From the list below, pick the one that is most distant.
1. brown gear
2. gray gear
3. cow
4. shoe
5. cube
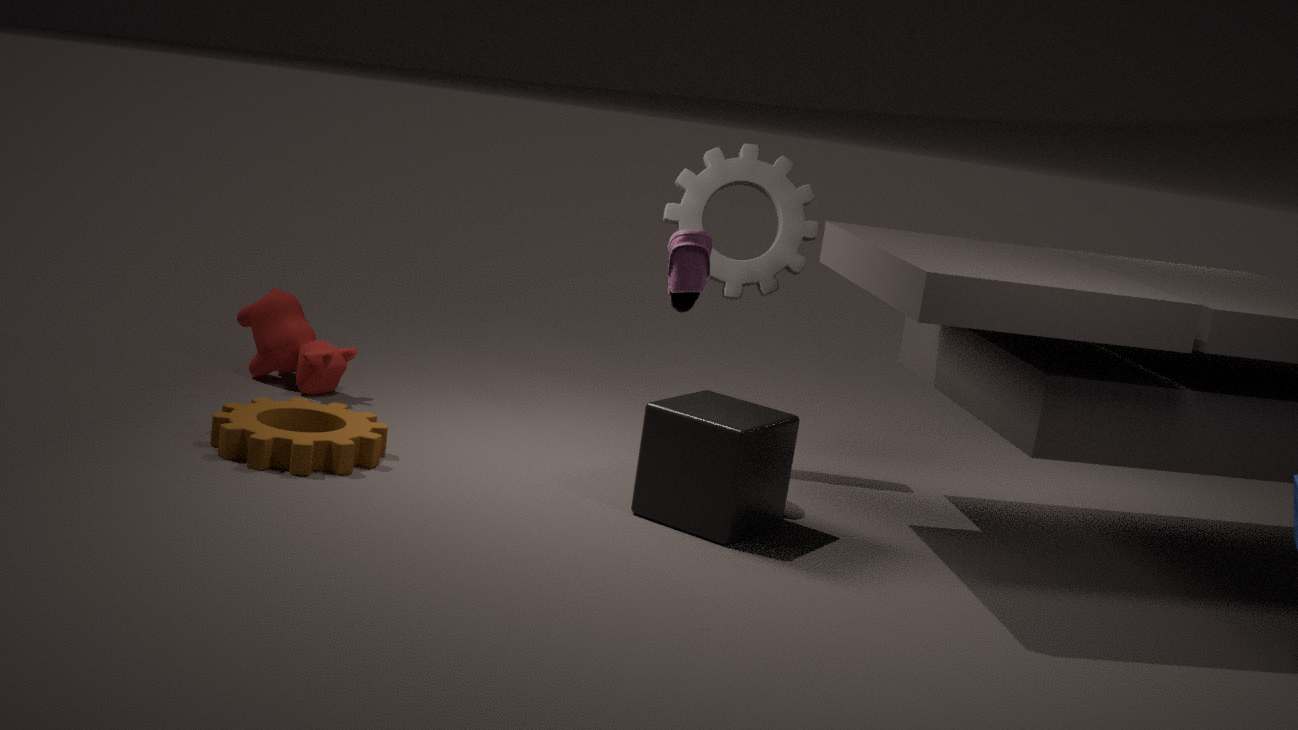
cow
